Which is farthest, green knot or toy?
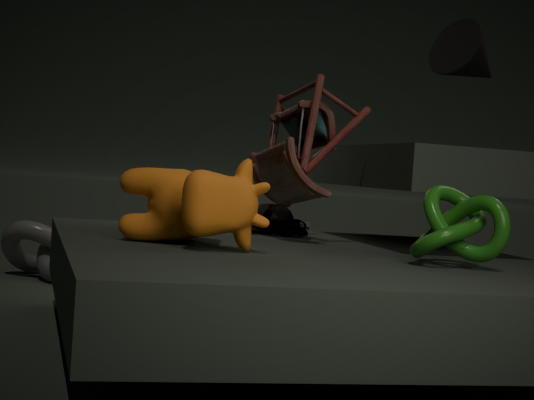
toy
